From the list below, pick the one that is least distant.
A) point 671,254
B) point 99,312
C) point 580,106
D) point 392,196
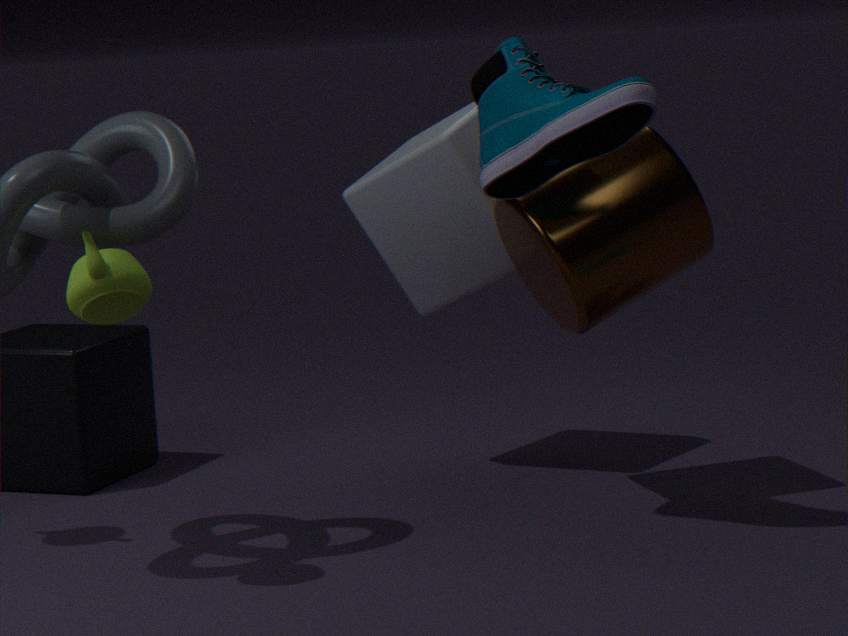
point 99,312
